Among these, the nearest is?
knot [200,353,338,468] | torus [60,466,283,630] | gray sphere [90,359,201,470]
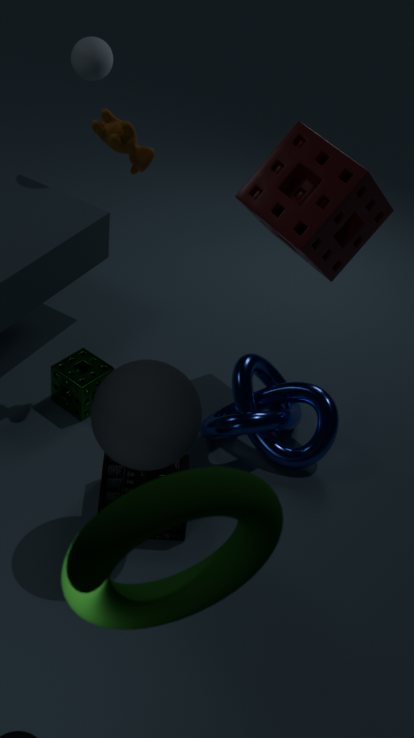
A: torus [60,466,283,630]
